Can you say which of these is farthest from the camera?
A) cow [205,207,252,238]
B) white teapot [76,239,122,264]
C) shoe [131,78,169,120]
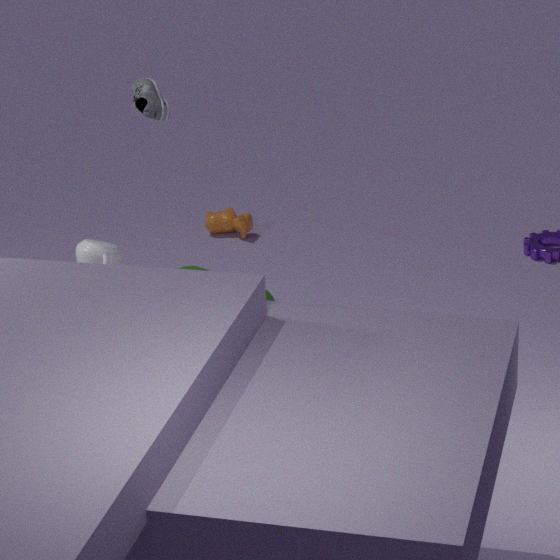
cow [205,207,252,238]
